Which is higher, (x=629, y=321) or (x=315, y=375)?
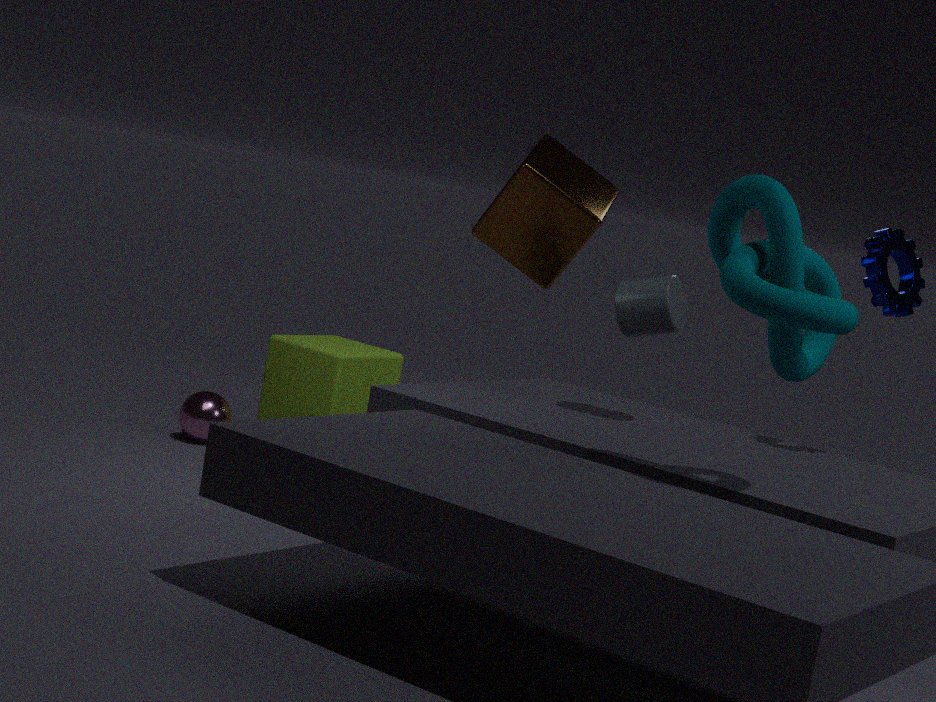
(x=629, y=321)
